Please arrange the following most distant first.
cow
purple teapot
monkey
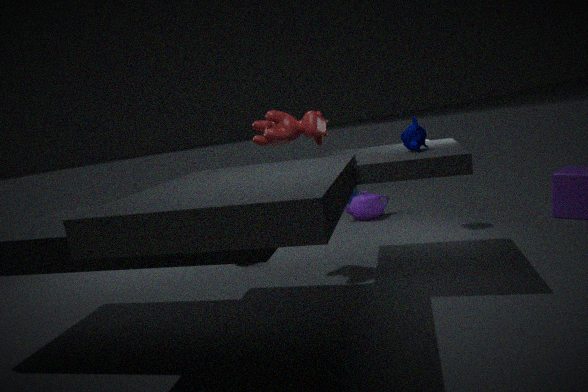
1. purple teapot
2. cow
3. monkey
